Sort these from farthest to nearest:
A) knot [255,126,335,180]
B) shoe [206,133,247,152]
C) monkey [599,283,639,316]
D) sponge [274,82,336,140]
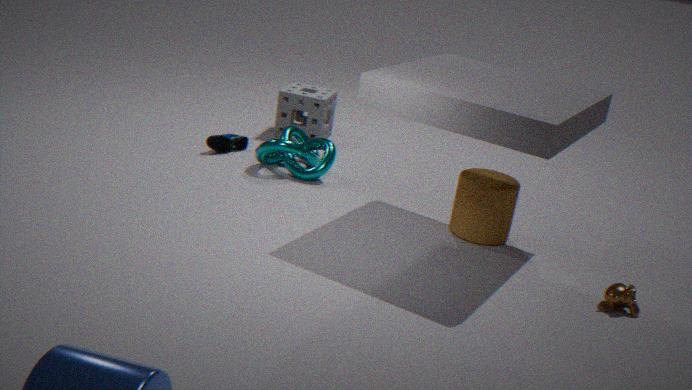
sponge [274,82,336,140] → shoe [206,133,247,152] → knot [255,126,335,180] → monkey [599,283,639,316]
